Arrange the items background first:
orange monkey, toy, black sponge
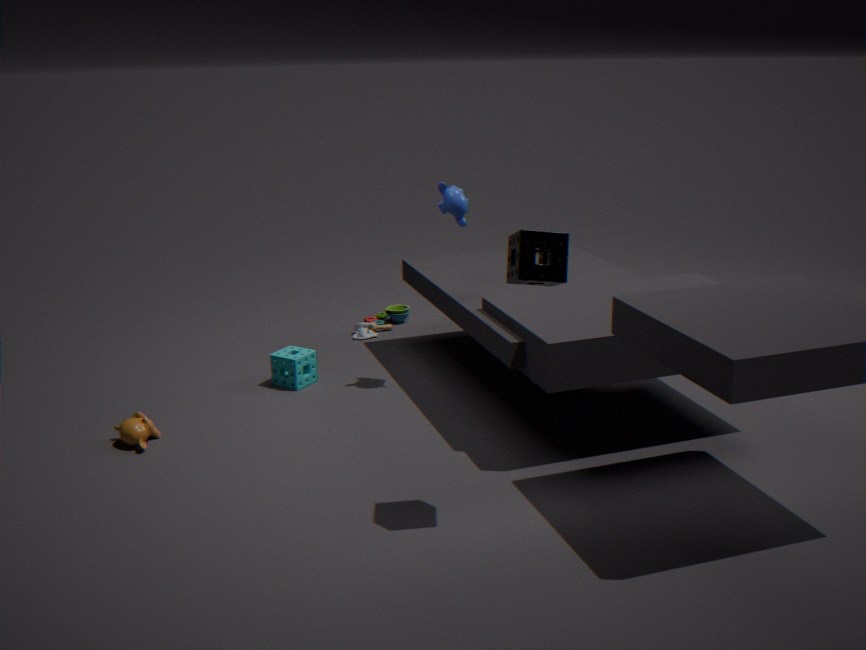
toy, orange monkey, black sponge
